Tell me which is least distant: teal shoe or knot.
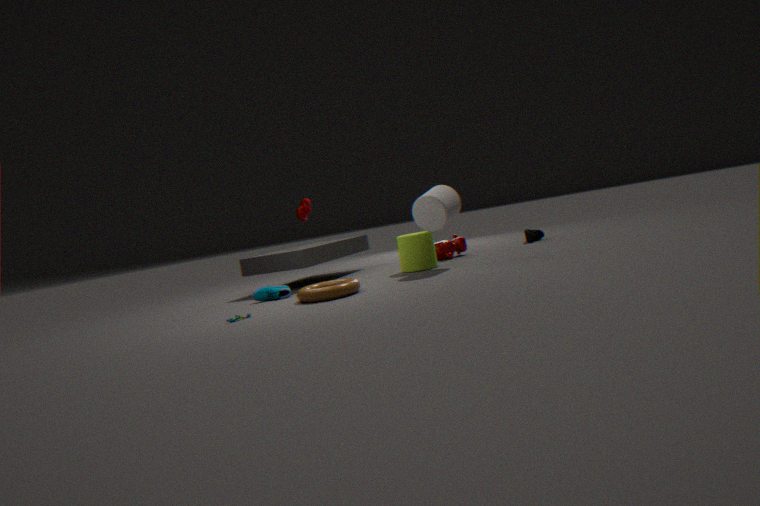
teal shoe
